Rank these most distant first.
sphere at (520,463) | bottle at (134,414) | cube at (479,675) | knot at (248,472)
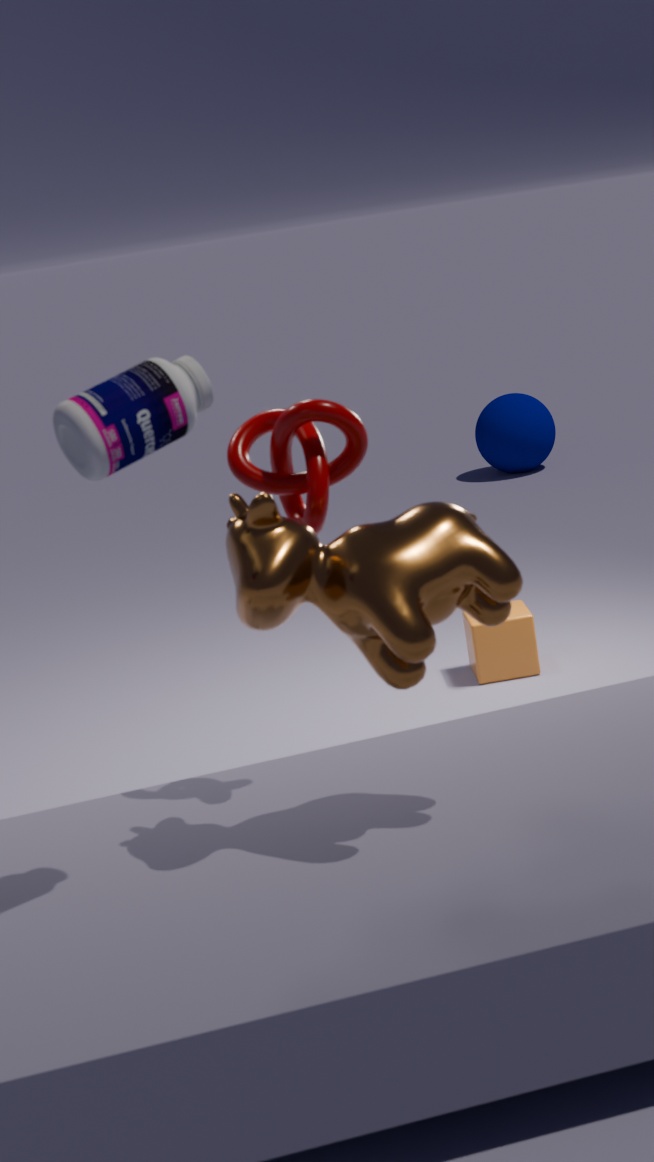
sphere at (520,463) → cube at (479,675) → knot at (248,472) → bottle at (134,414)
